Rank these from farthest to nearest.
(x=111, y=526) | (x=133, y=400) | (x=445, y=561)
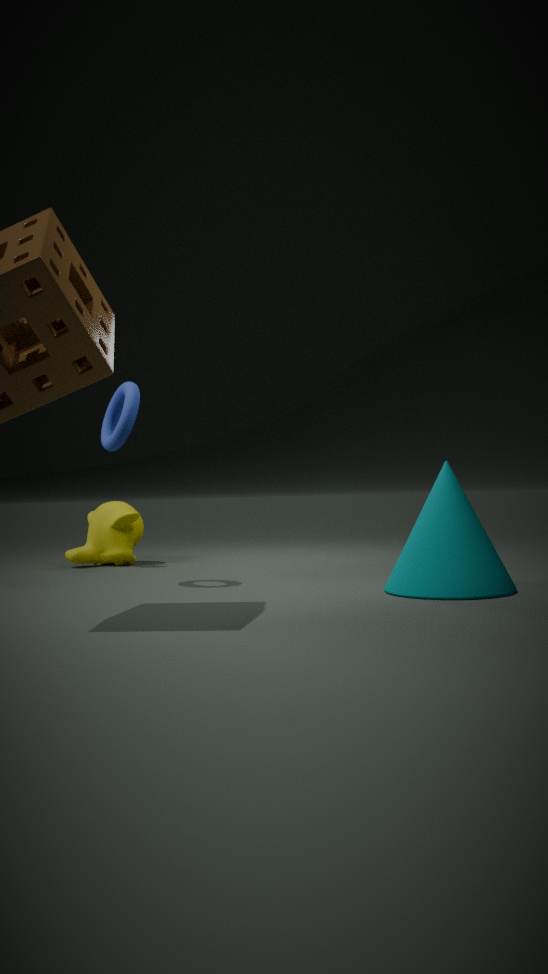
(x=111, y=526)
(x=133, y=400)
(x=445, y=561)
